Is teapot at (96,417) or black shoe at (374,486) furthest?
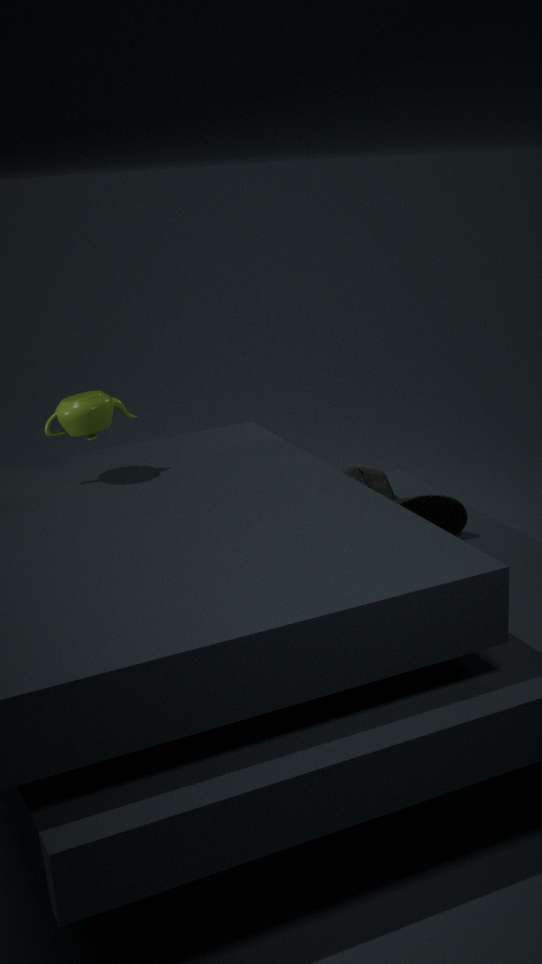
black shoe at (374,486)
